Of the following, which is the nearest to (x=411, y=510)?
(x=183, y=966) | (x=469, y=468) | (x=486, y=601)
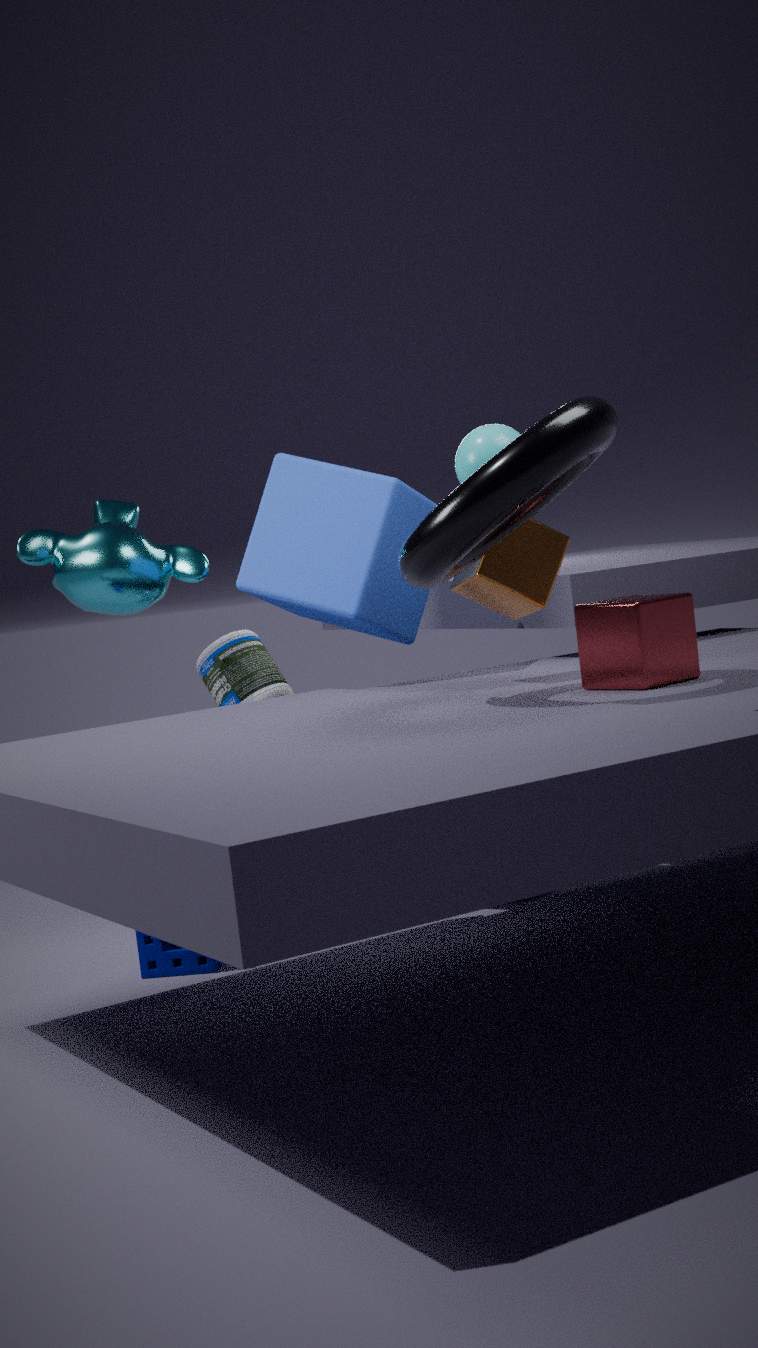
(x=469, y=468)
